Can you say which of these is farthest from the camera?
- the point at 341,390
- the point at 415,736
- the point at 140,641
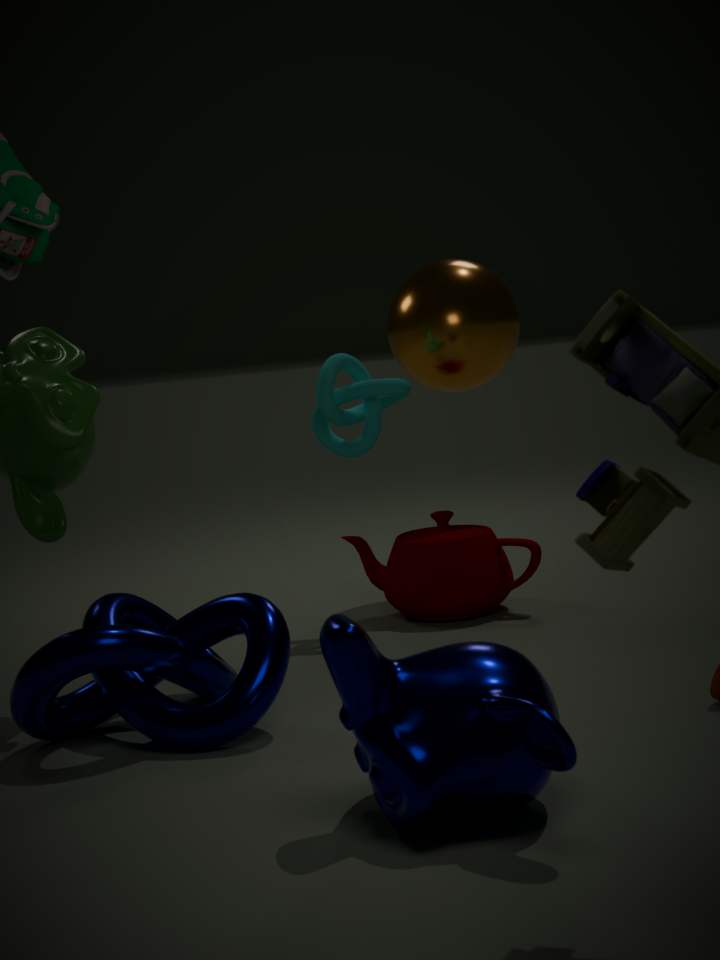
the point at 341,390
